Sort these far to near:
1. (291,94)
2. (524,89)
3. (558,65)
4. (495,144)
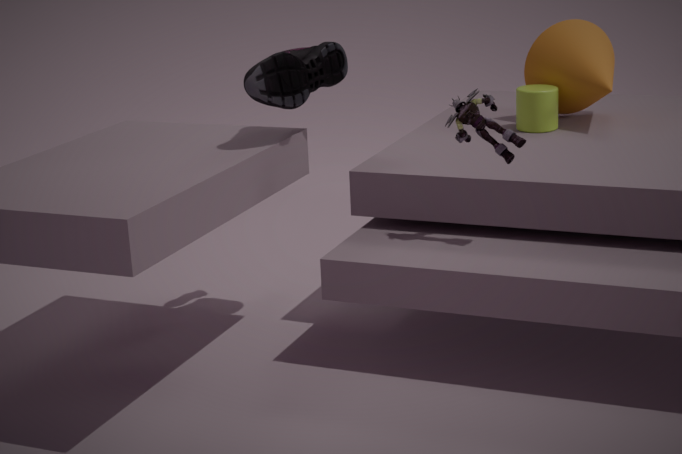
(558,65)
(524,89)
(291,94)
(495,144)
